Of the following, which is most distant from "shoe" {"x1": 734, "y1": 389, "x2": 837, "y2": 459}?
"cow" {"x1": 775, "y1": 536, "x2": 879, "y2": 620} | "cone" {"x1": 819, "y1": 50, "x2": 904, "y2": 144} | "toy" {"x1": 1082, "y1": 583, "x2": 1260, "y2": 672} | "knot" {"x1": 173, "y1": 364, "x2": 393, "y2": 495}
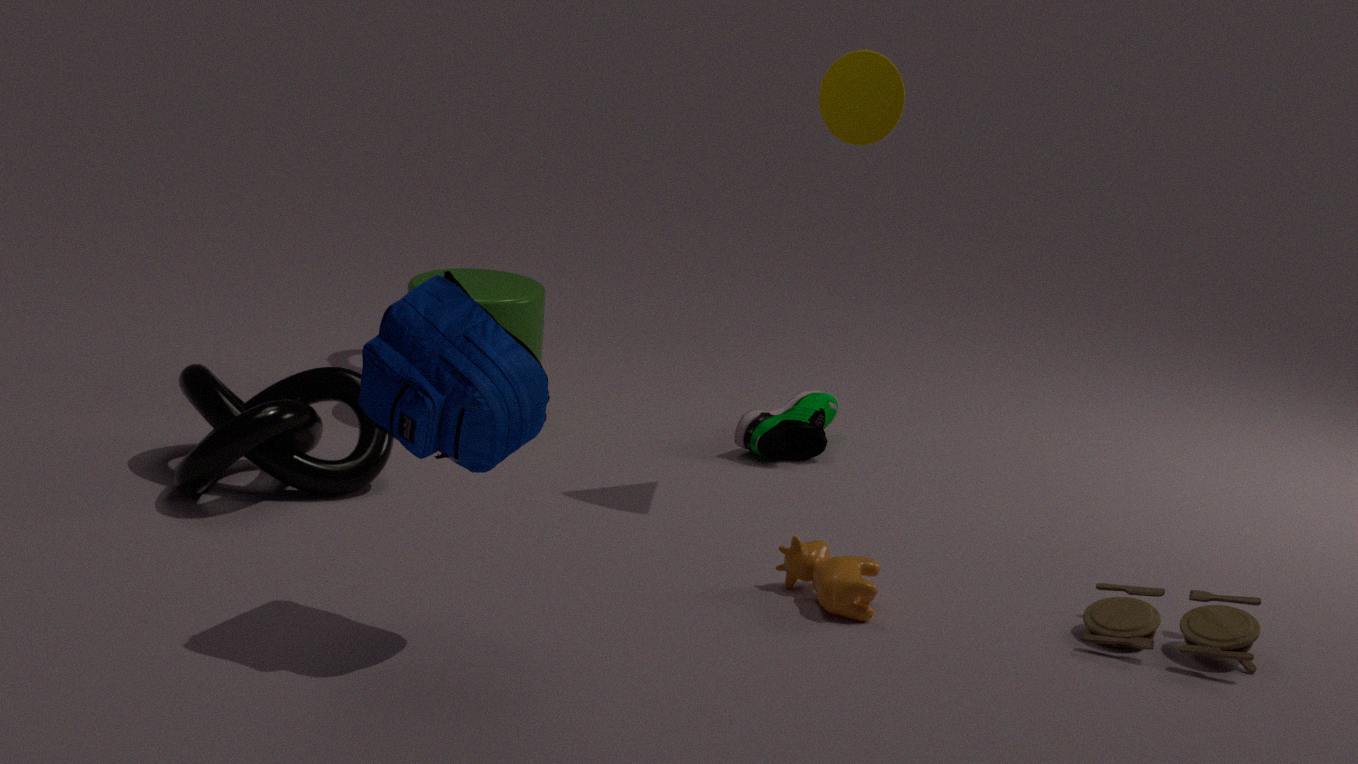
"toy" {"x1": 1082, "y1": 583, "x2": 1260, "y2": 672}
